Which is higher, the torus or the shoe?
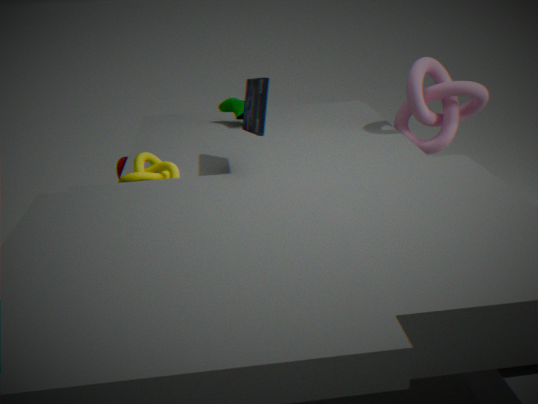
the shoe
